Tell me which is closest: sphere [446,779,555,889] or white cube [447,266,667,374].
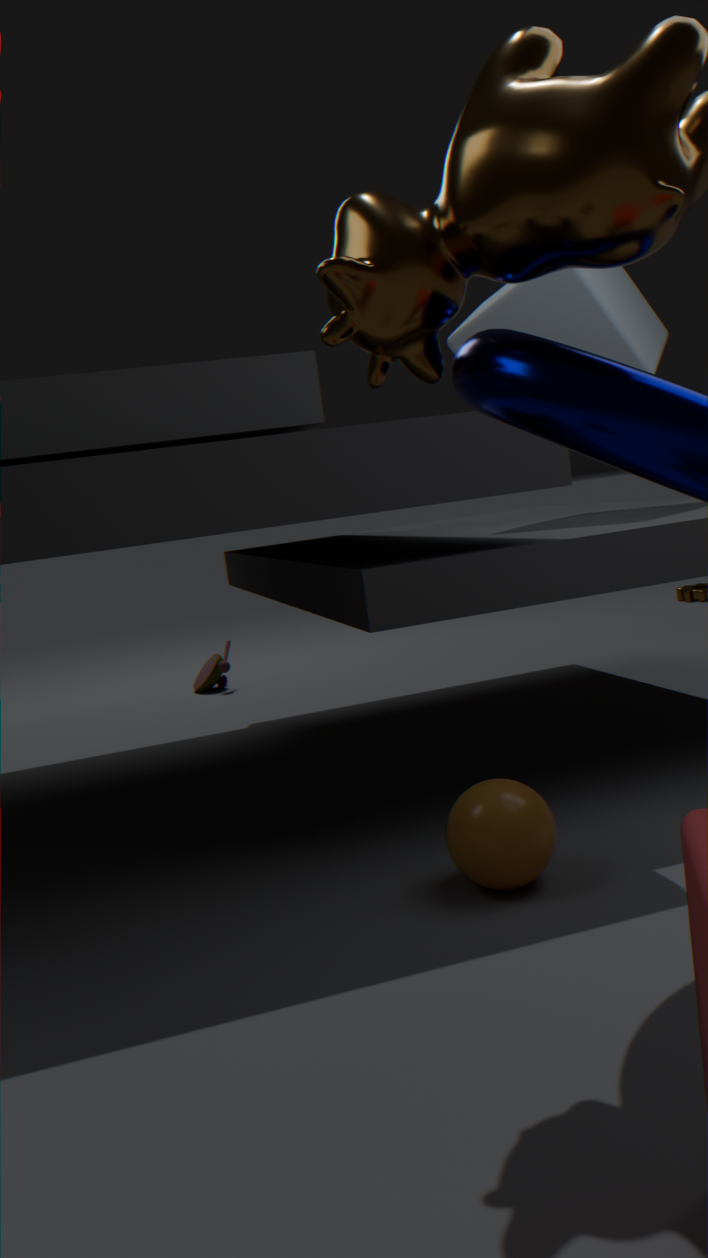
sphere [446,779,555,889]
